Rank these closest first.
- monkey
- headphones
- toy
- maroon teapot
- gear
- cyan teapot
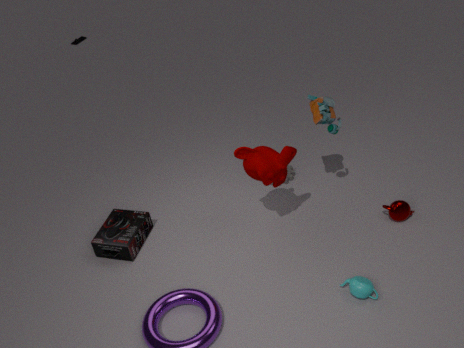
cyan teapot, monkey, toy, maroon teapot, headphones, gear
